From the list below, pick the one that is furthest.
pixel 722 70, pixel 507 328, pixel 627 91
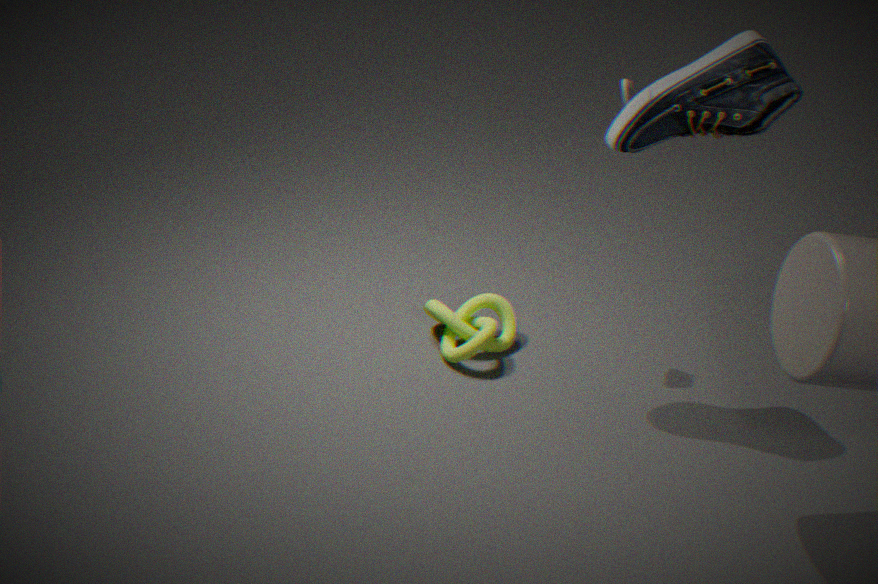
pixel 507 328
